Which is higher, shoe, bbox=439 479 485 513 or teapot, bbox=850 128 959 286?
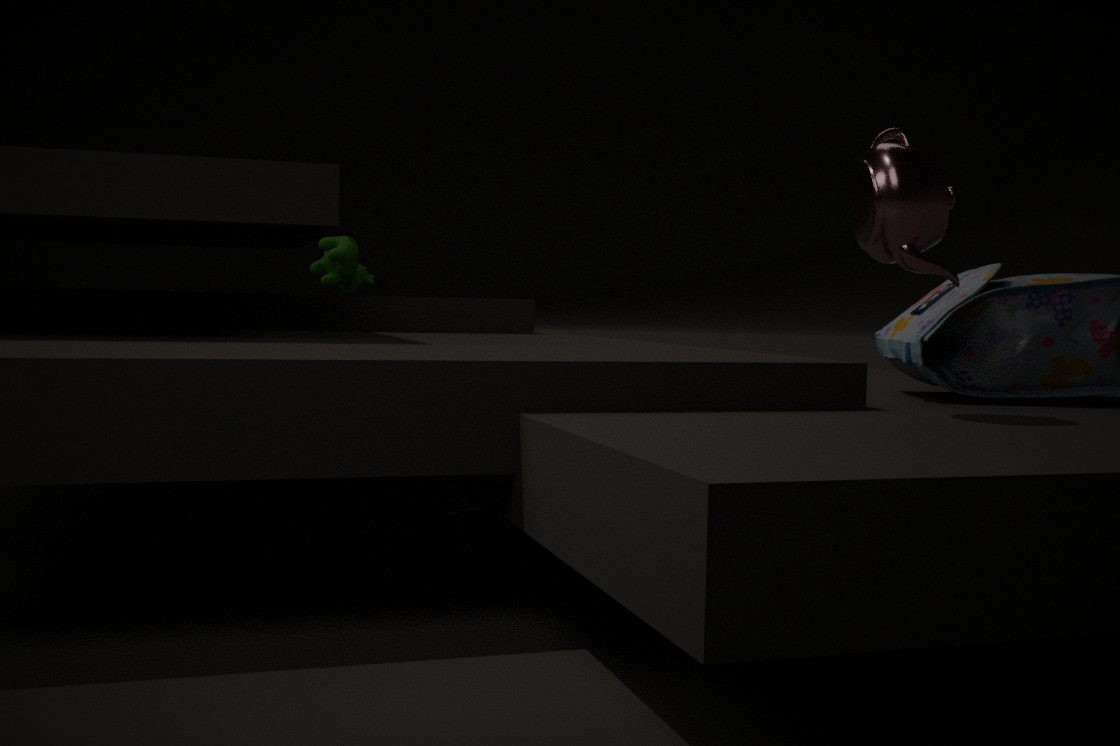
teapot, bbox=850 128 959 286
